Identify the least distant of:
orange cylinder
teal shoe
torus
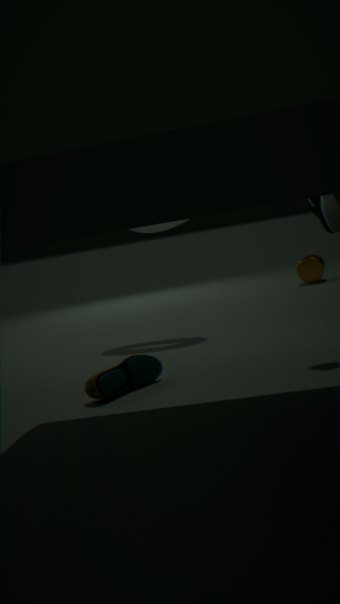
teal shoe
